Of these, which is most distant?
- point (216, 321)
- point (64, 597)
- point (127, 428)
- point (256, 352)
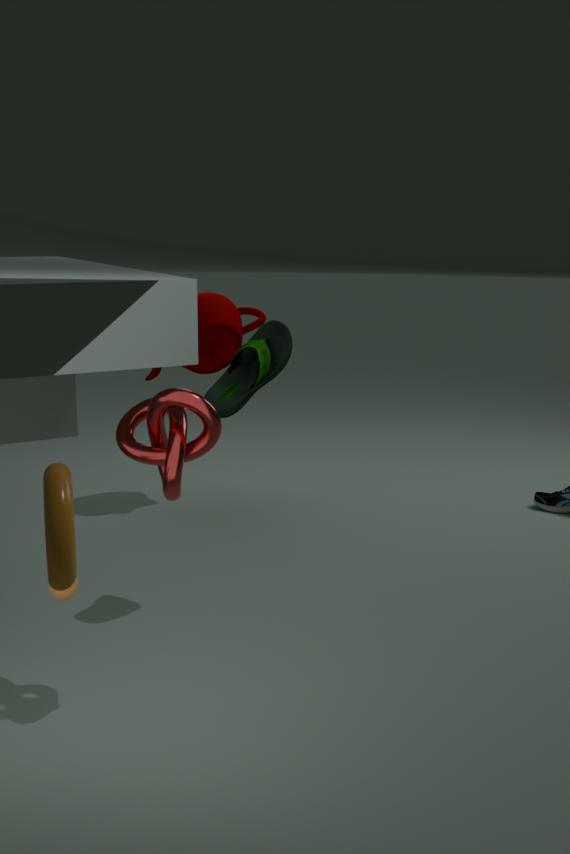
point (216, 321)
